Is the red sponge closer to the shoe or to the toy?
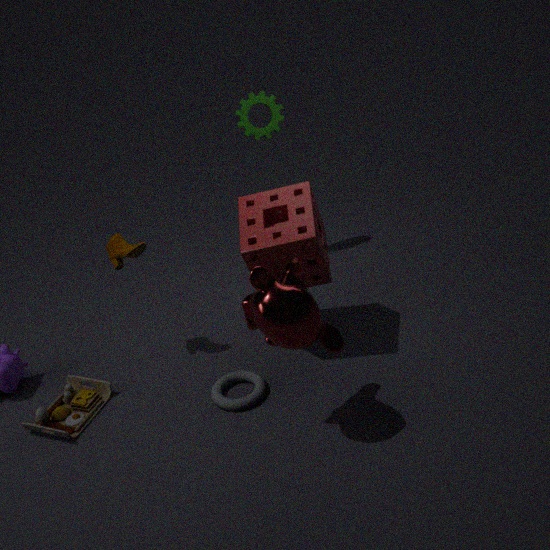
the shoe
